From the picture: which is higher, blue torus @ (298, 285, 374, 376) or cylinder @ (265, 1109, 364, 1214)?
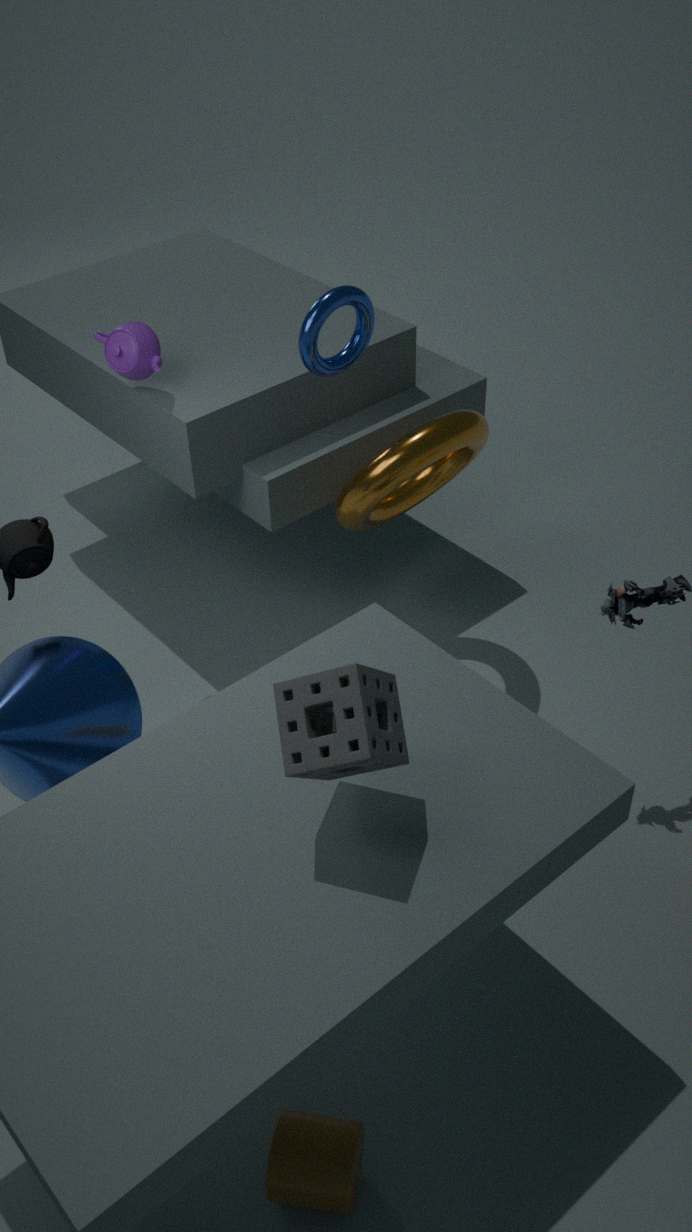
blue torus @ (298, 285, 374, 376)
